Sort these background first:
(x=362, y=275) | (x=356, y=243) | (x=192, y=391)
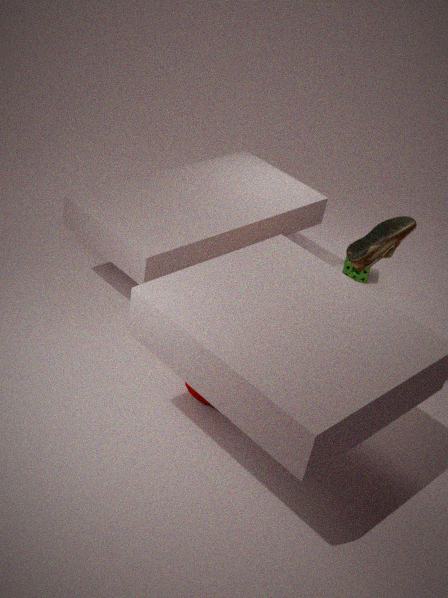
(x=362, y=275) → (x=356, y=243) → (x=192, y=391)
